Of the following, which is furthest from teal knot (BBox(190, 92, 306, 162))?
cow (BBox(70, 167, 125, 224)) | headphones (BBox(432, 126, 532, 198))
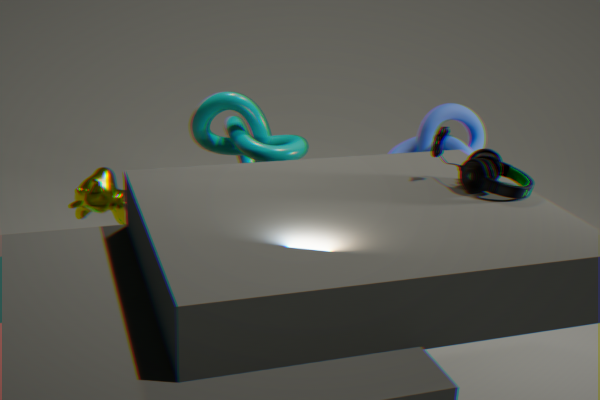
headphones (BBox(432, 126, 532, 198))
